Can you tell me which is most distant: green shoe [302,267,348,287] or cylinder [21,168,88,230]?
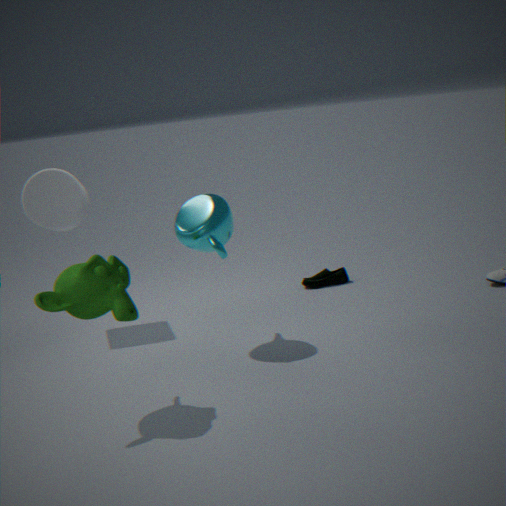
green shoe [302,267,348,287]
